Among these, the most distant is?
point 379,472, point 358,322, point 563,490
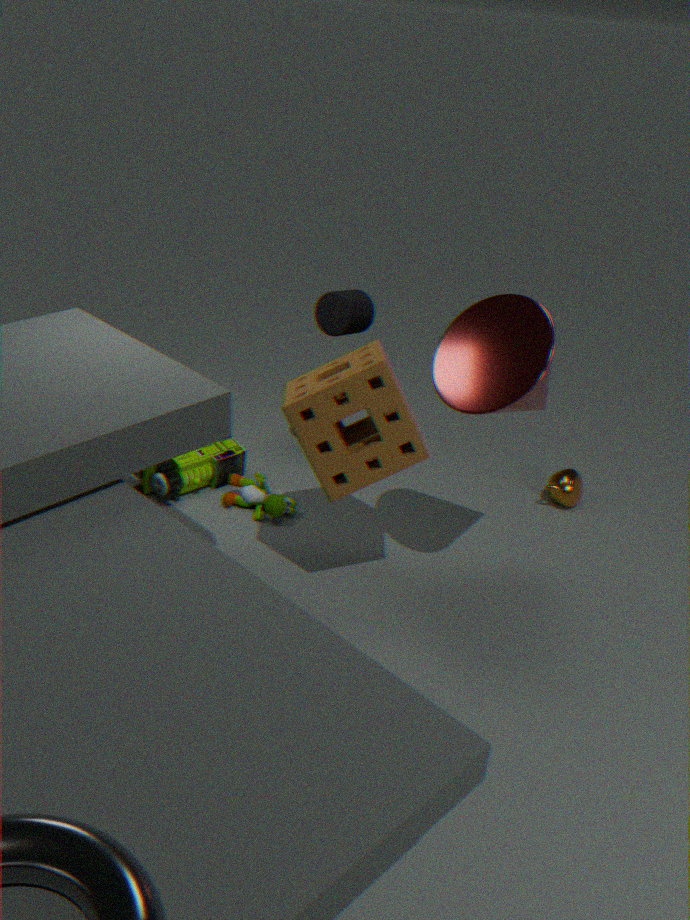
point 563,490
